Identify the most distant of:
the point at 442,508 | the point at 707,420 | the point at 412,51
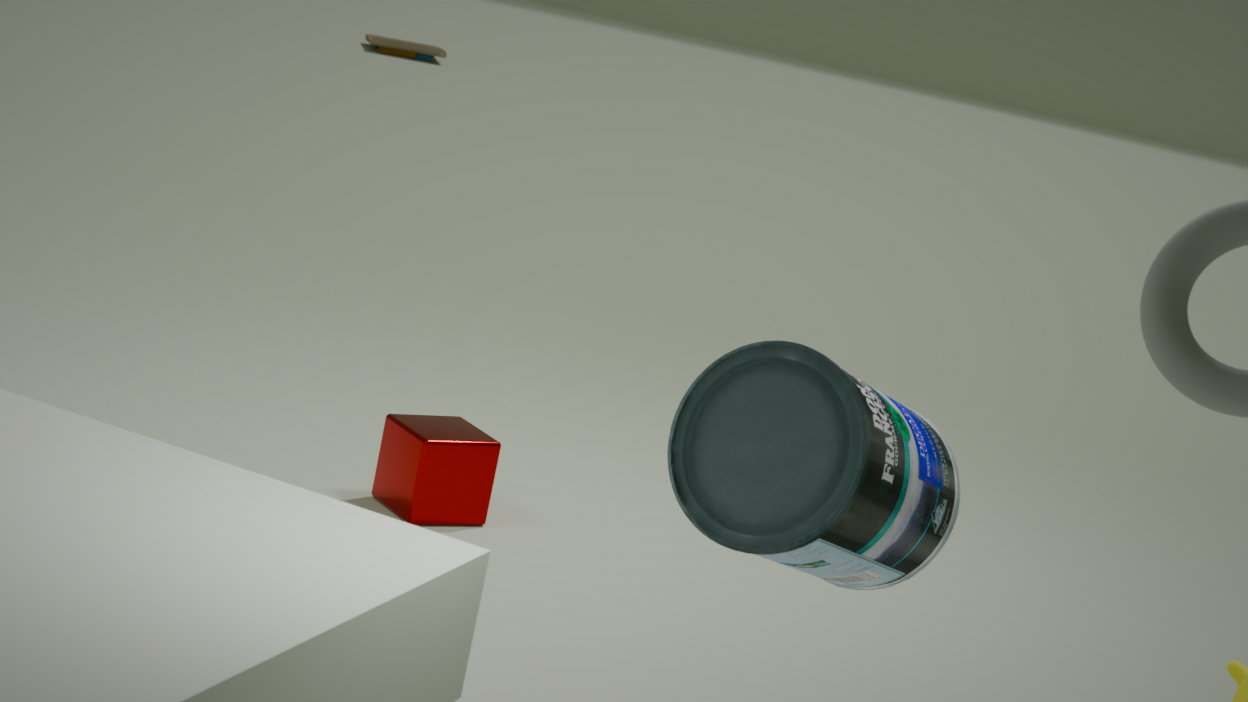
the point at 412,51
